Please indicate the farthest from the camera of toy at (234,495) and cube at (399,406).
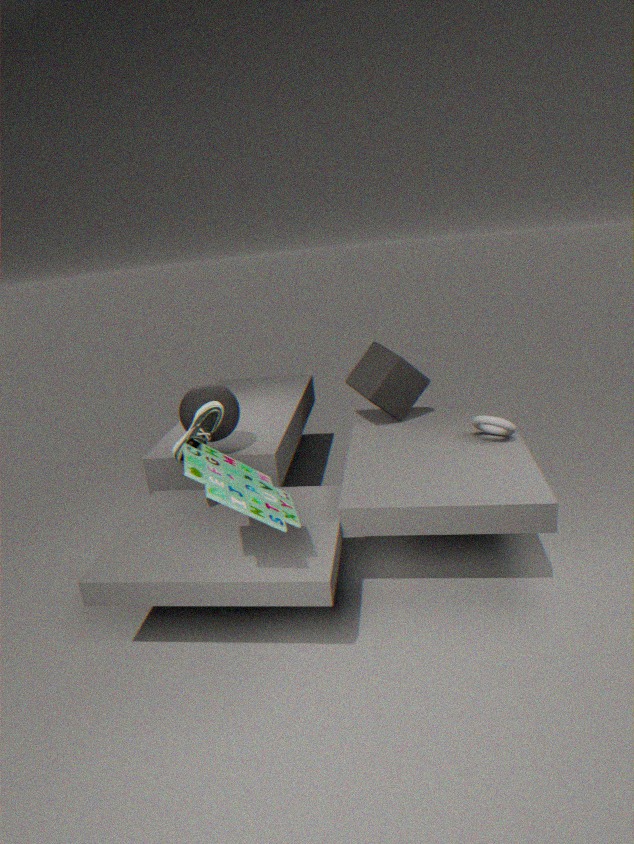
cube at (399,406)
